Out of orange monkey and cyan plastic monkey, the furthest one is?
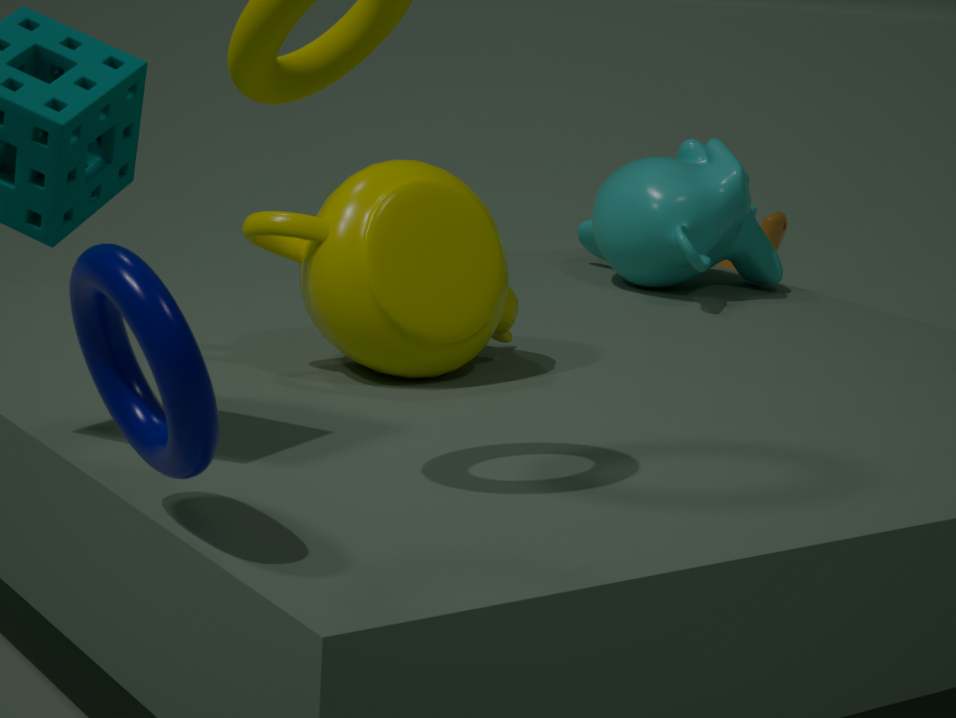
orange monkey
